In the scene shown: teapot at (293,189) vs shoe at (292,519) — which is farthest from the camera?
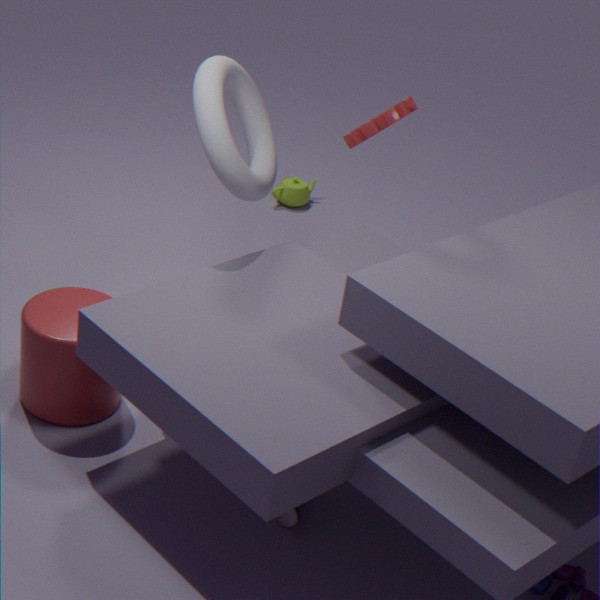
teapot at (293,189)
